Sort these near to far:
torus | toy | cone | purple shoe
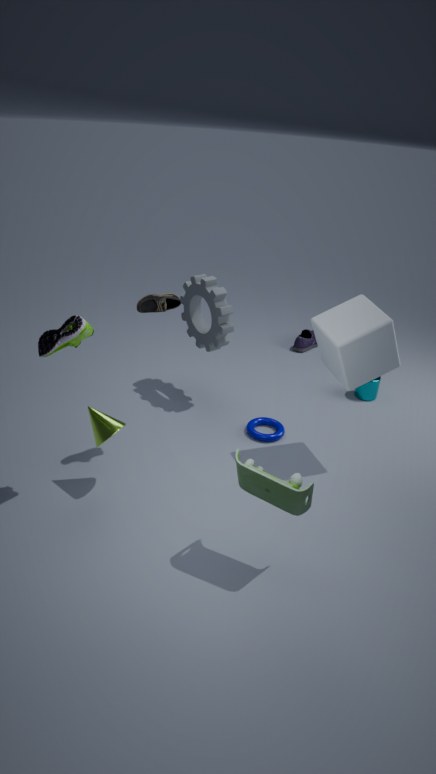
1. toy
2. cone
3. torus
4. purple shoe
